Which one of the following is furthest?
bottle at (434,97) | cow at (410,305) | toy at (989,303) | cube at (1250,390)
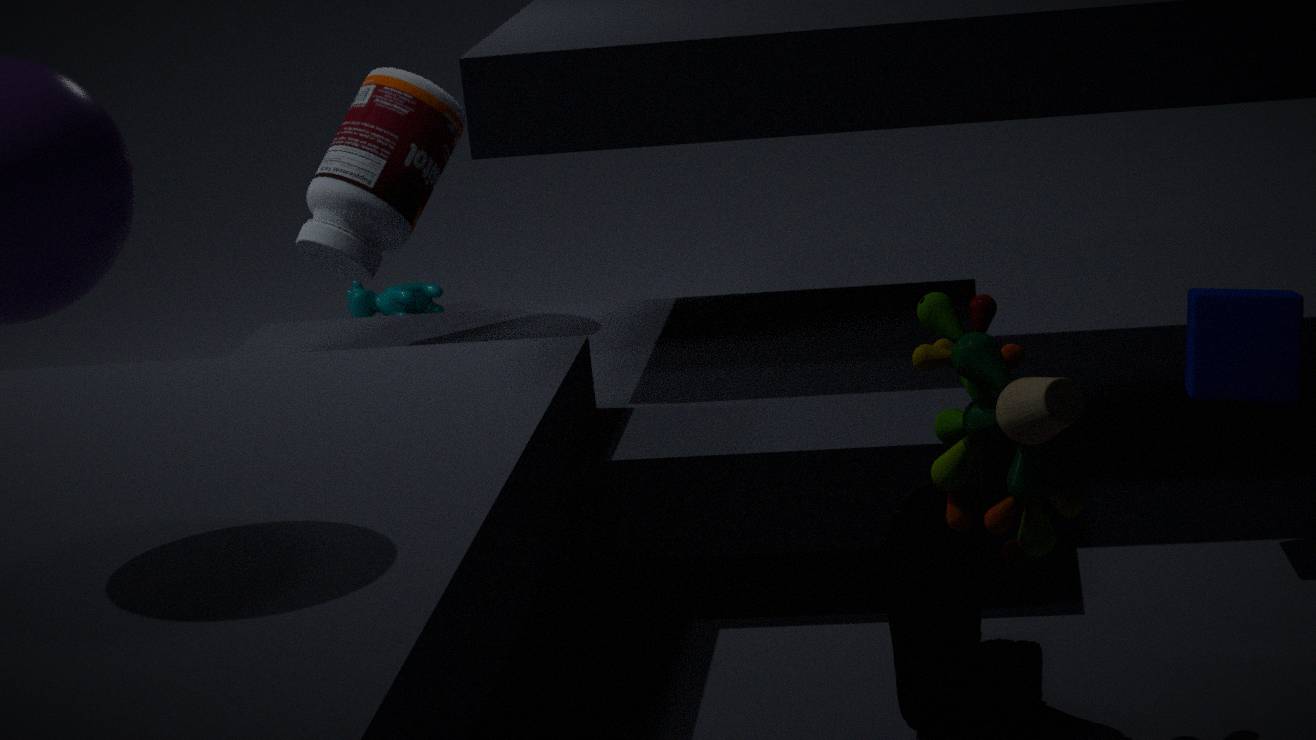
cow at (410,305)
